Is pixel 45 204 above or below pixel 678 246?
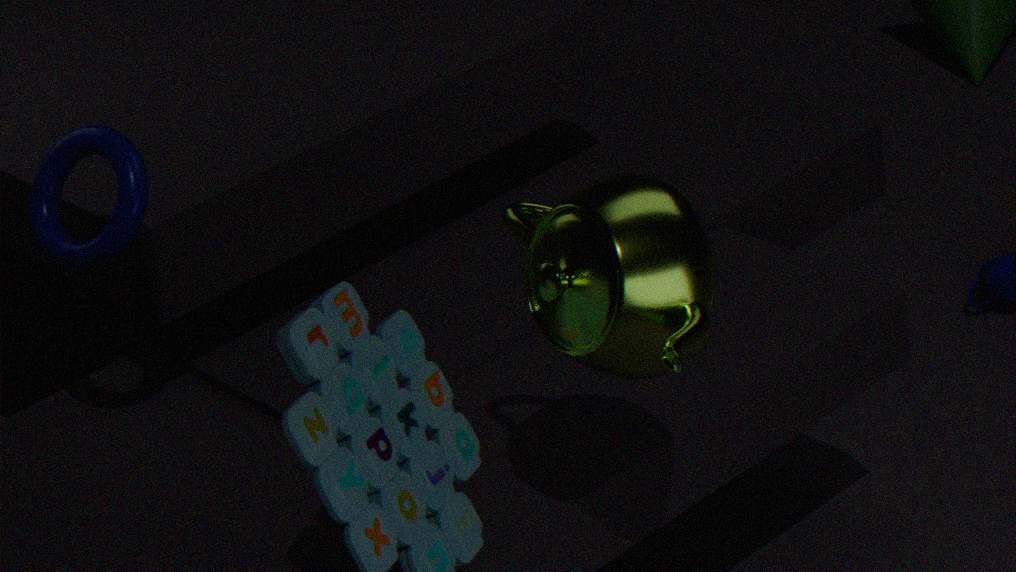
above
